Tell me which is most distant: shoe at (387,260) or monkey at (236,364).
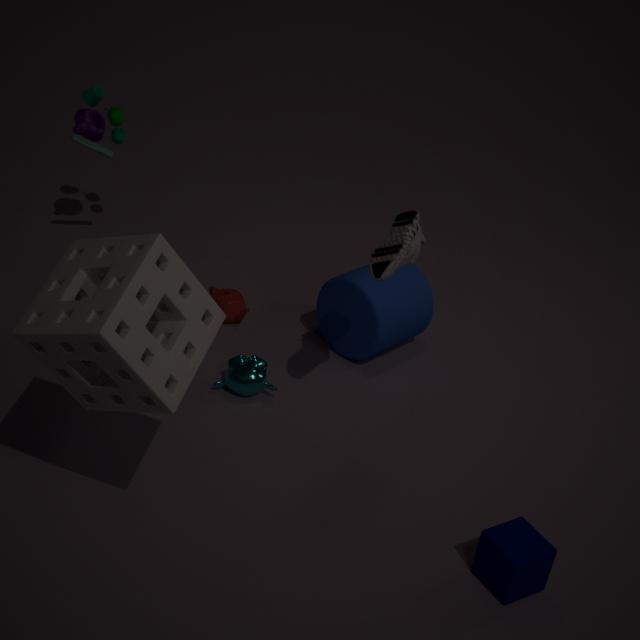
monkey at (236,364)
